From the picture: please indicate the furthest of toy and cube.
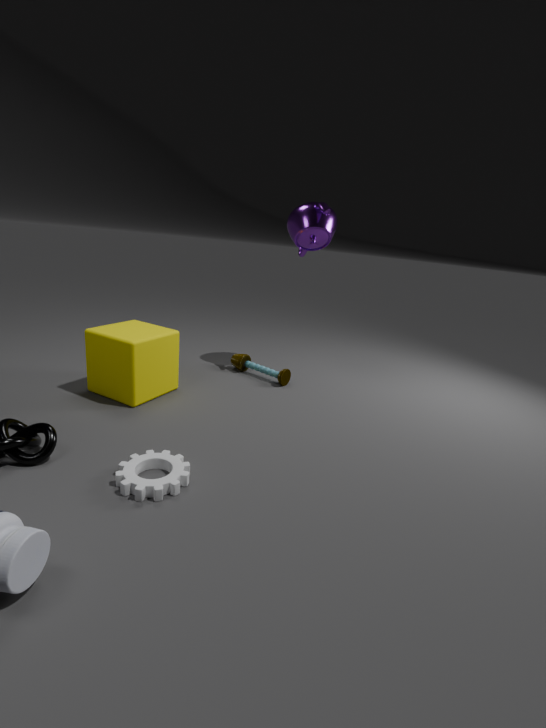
toy
